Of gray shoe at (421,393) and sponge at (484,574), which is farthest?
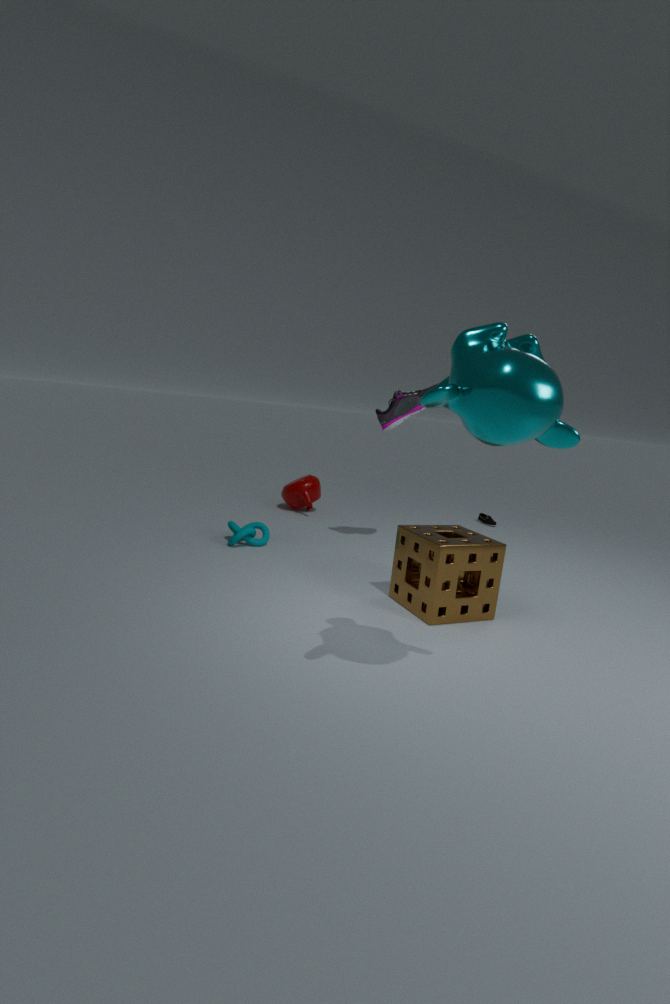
gray shoe at (421,393)
